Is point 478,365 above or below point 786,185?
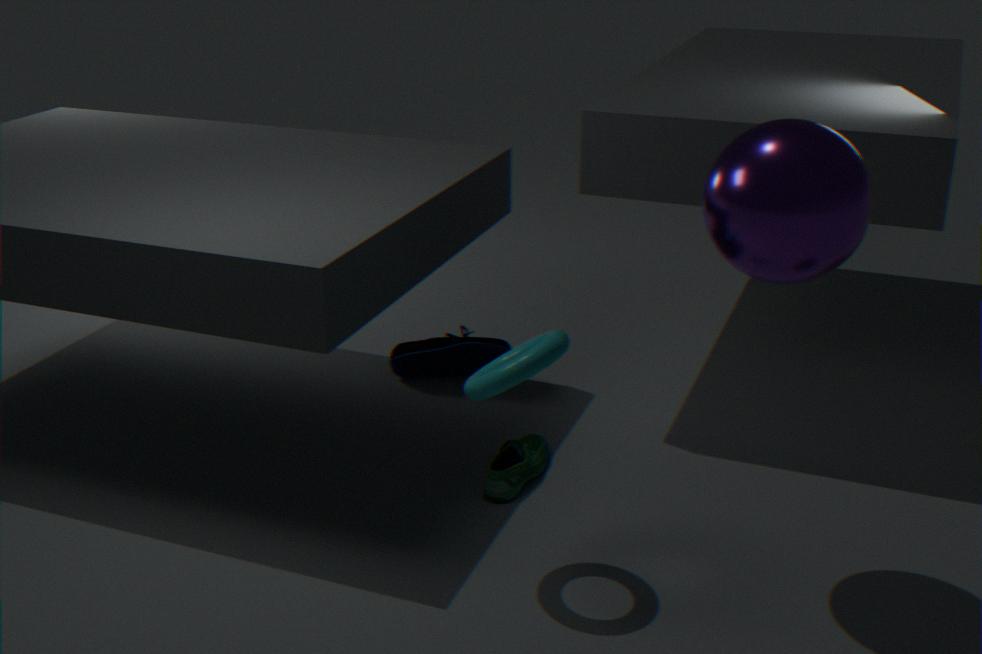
below
